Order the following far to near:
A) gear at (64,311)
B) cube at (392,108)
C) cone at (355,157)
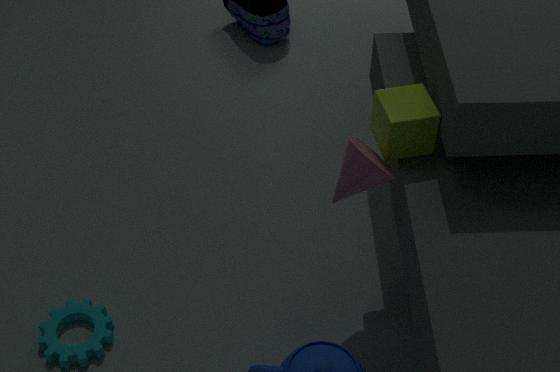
1. A. gear at (64,311)
2. B. cube at (392,108)
3. C. cone at (355,157)
